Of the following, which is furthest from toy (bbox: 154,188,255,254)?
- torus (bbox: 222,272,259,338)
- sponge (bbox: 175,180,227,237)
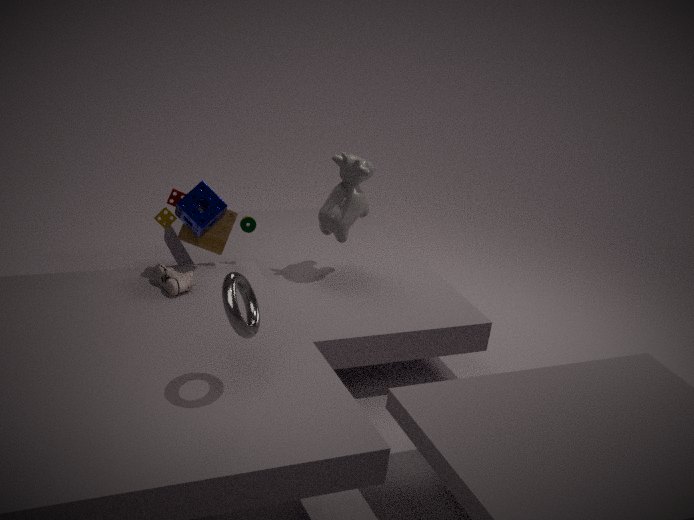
torus (bbox: 222,272,259,338)
